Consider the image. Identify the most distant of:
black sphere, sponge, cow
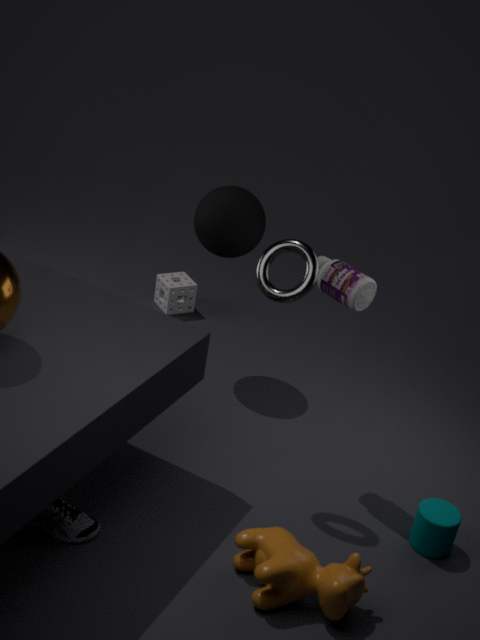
sponge
